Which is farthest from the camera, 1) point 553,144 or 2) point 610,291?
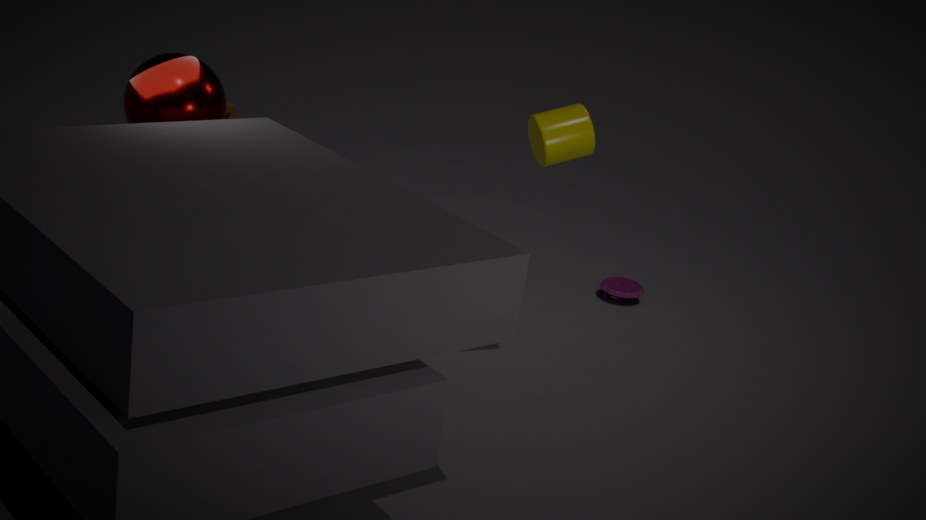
2. point 610,291
